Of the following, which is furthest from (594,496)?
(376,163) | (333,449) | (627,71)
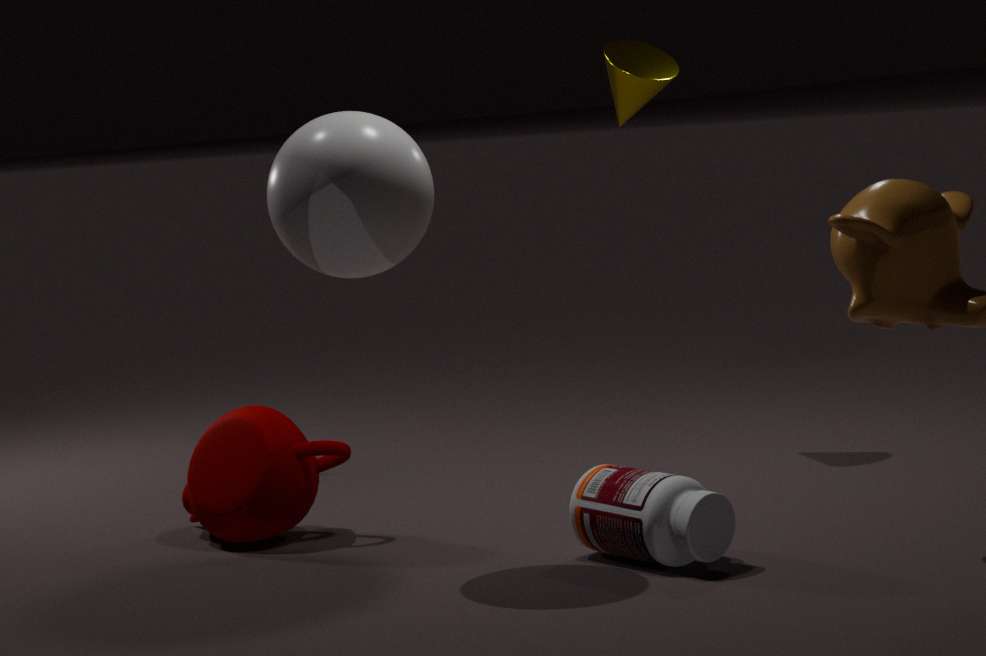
(627,71)
